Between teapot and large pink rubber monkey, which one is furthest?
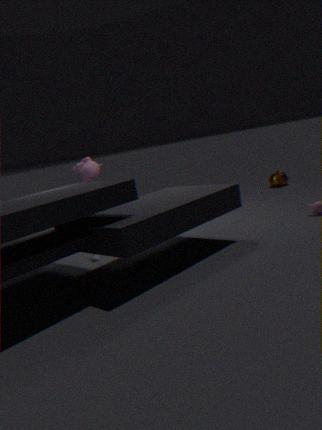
teapot
